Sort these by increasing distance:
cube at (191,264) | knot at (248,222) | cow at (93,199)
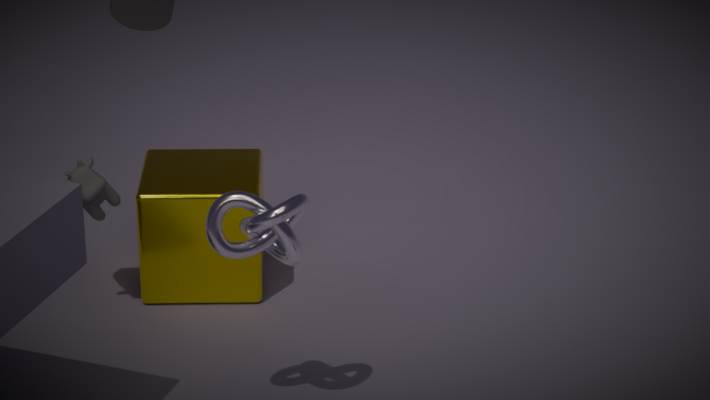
knot at (248,222)
cow at (93,199)
cube at (191,264)
